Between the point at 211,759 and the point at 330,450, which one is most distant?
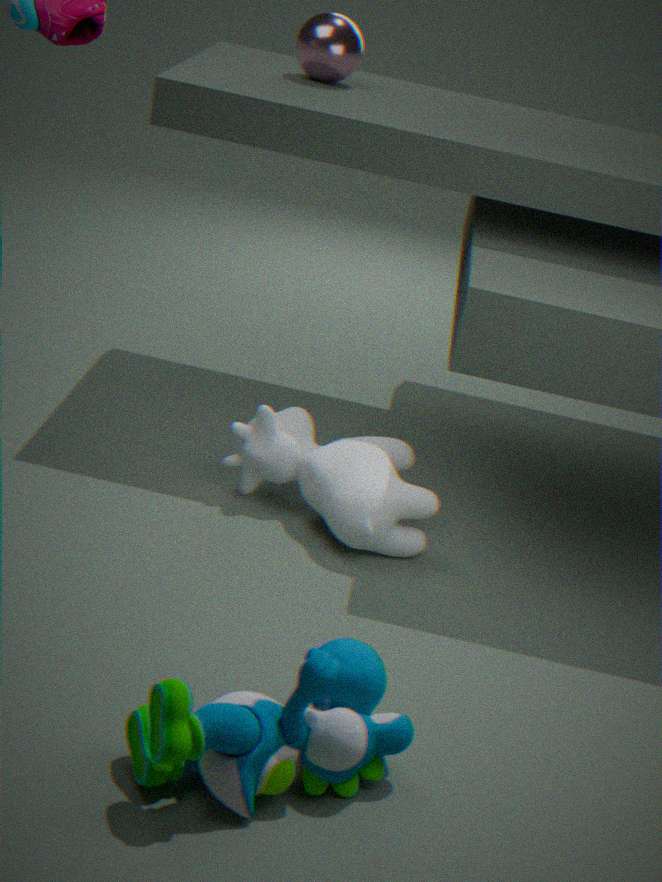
the point at 330,450
